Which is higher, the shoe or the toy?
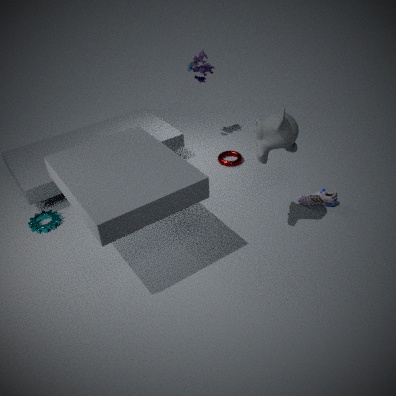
the toy
